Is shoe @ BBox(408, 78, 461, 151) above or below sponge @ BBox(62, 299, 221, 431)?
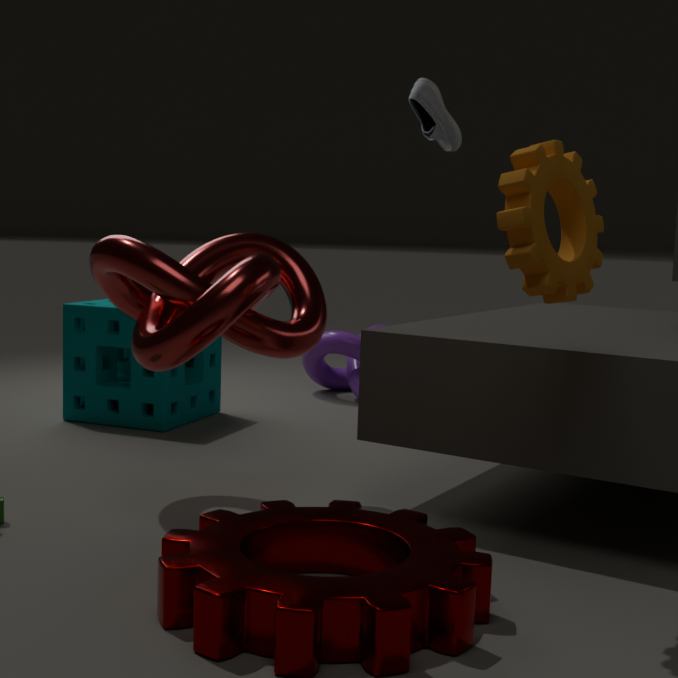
above
